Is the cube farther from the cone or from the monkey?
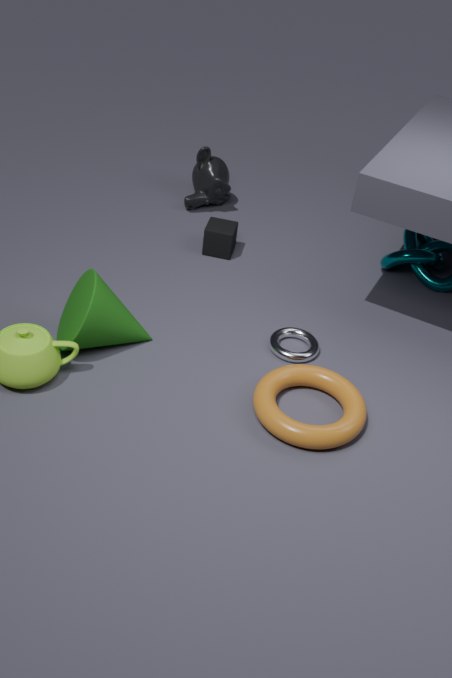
the cone
